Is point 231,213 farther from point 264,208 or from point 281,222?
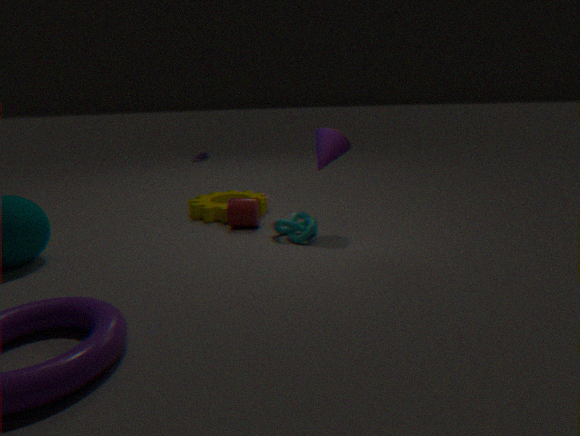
point 281,222
